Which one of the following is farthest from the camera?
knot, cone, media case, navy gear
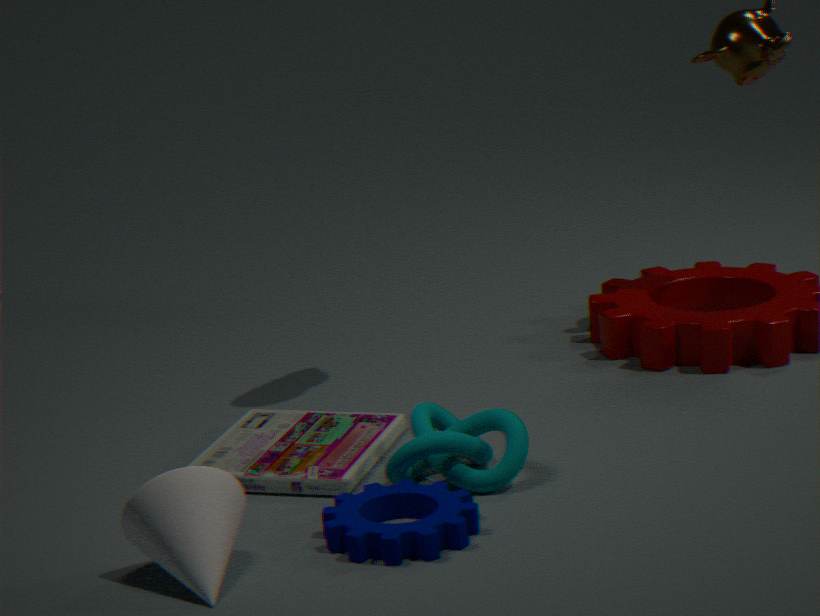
media case
